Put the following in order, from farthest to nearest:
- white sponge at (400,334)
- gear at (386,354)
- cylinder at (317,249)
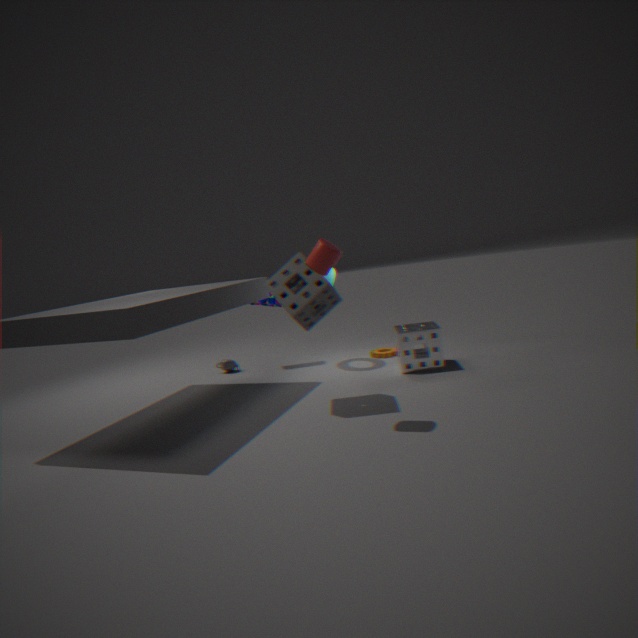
gear at (386,354), white sponge at (400,334), cylinder at (317,249)
